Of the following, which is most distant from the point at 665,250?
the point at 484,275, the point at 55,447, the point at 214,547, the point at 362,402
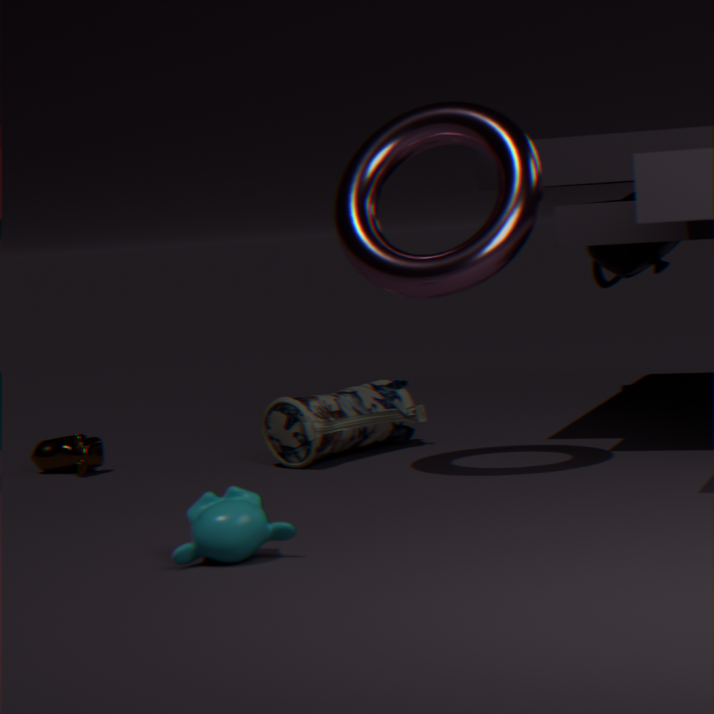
the point at 214,547
